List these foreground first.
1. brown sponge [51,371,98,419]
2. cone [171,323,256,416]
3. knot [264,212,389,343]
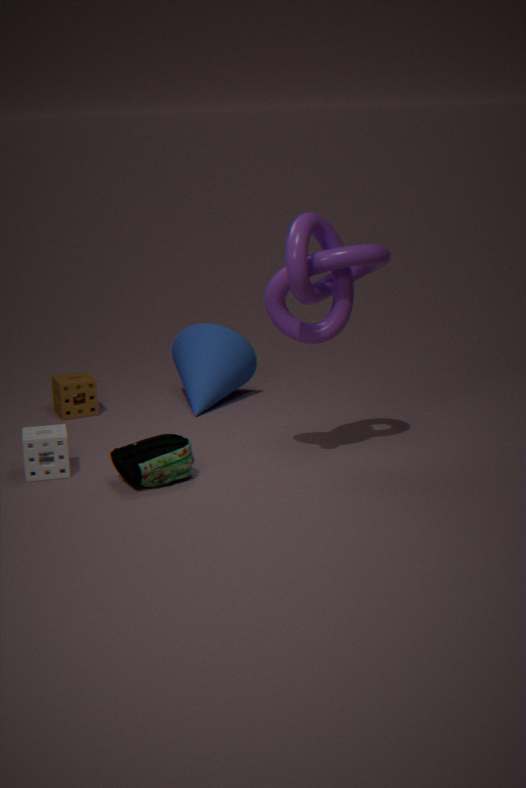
knot [264,212,389,343] → brown sponge [51,371,98,419] → cone [171,323,256,416]
